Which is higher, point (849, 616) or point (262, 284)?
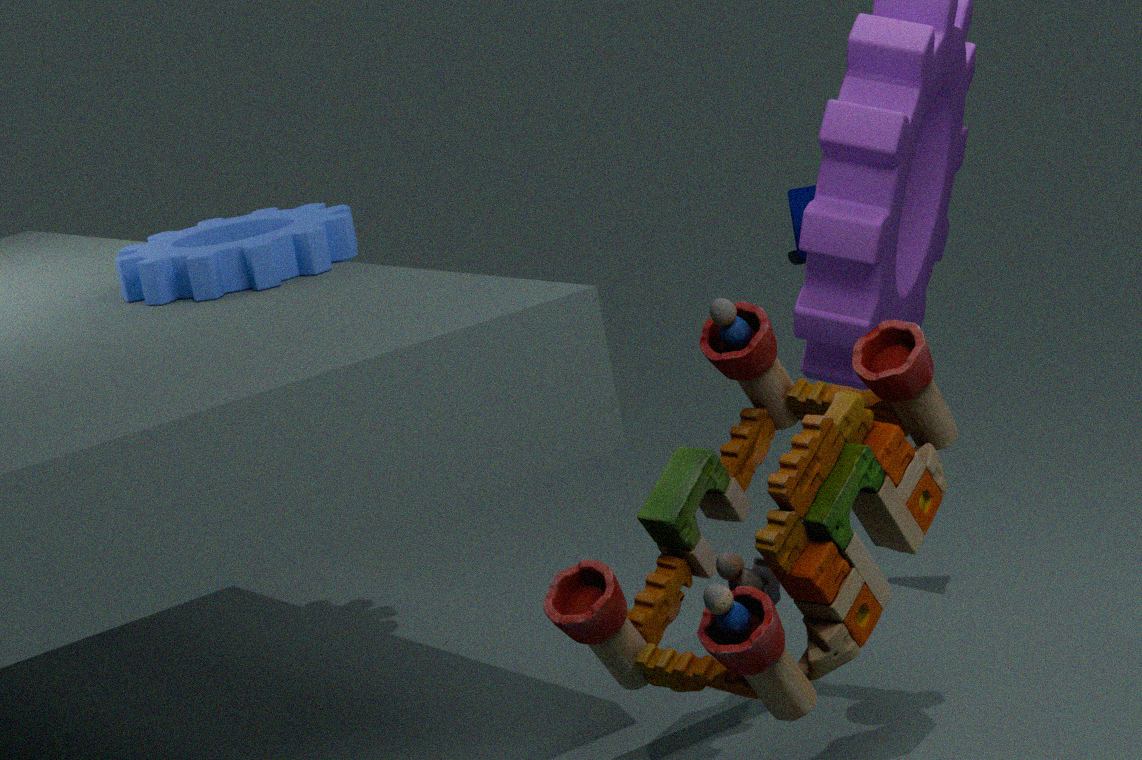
point (262, 284)
